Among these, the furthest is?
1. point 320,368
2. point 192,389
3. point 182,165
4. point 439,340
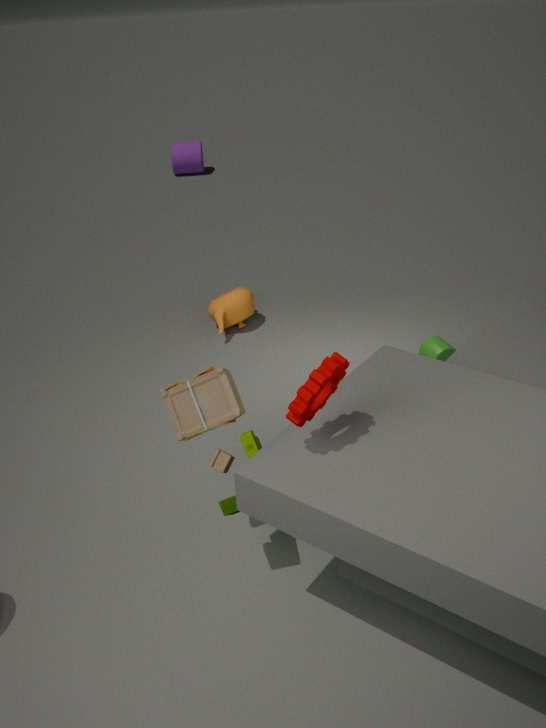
point 182,165
